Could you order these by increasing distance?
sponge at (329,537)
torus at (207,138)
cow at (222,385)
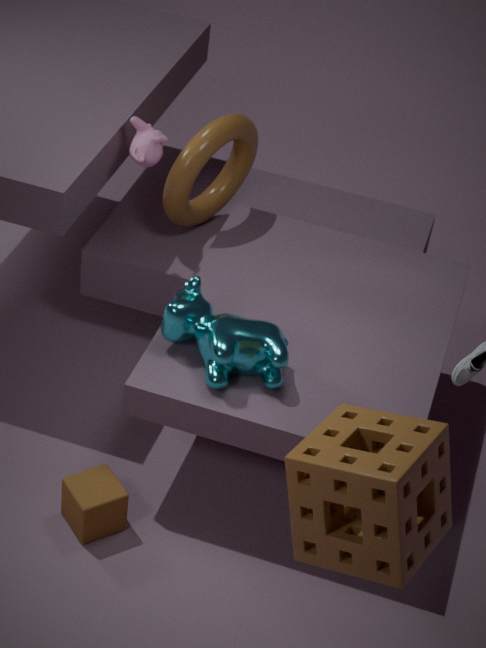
sponge at (329,537)
cow at (222,385)
torus at (207,138)
